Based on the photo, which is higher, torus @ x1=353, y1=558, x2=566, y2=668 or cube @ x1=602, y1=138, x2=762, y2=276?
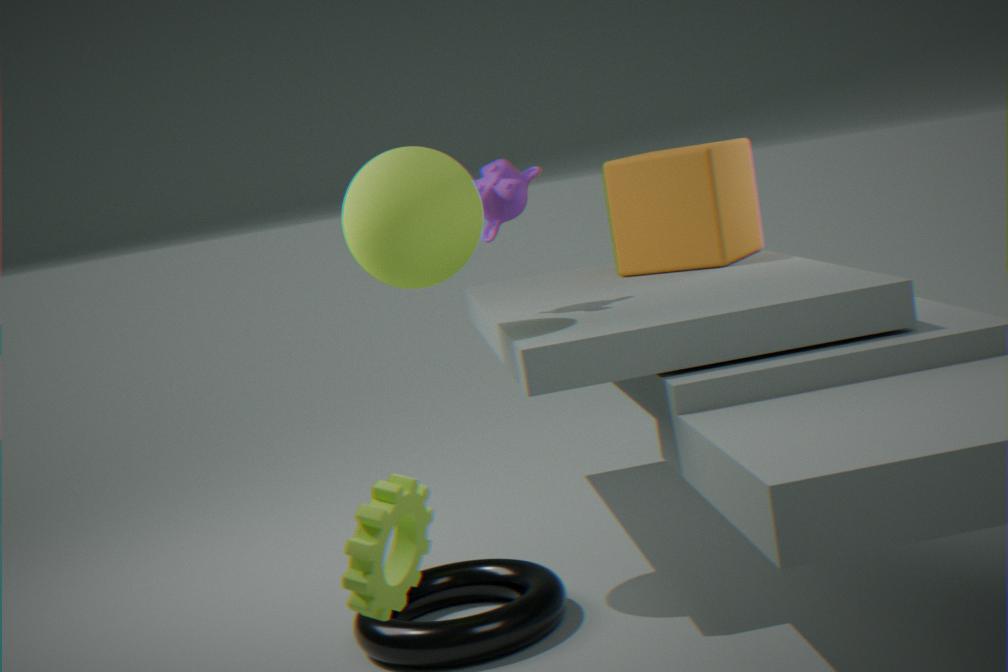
cube @ x1=602, y1=138, x2=762, y2=276
